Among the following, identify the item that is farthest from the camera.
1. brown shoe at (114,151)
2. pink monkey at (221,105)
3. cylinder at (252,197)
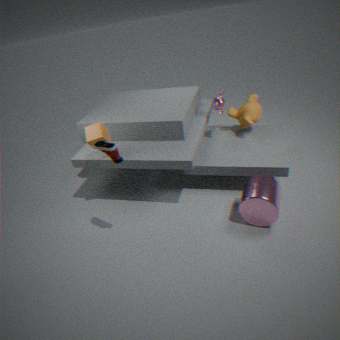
pink monkey at (221,105)
